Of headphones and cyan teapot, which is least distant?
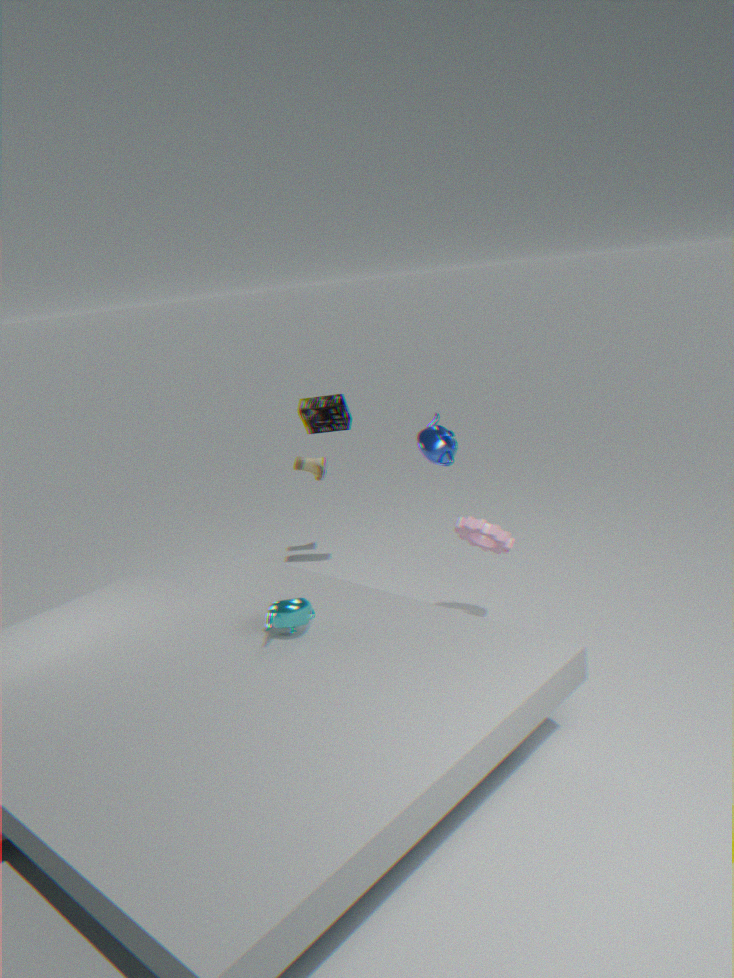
cyan teapot
